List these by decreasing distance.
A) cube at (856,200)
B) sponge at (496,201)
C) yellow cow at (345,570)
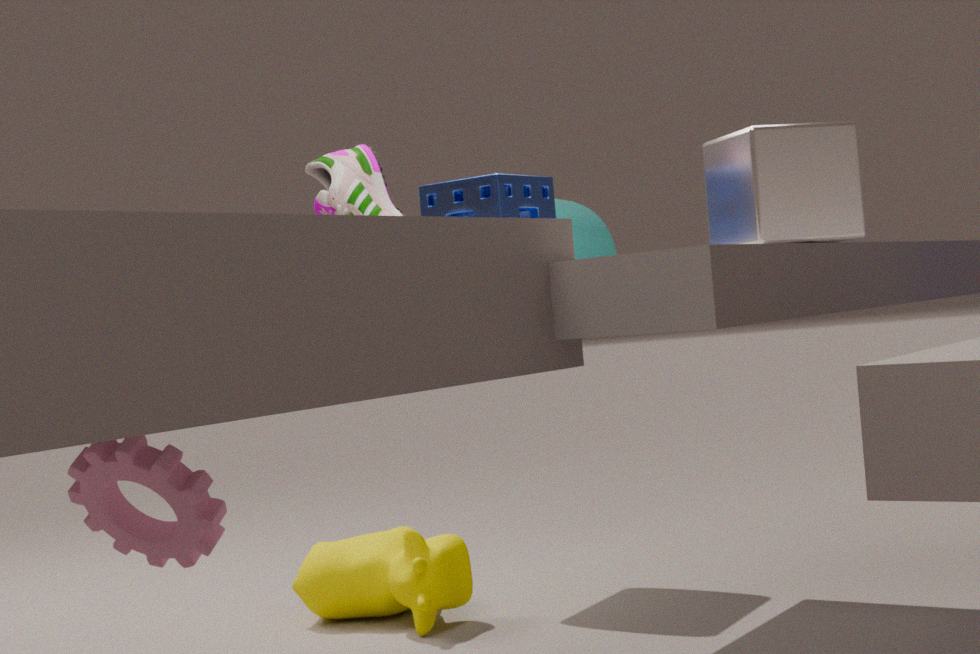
yellow cow at (345,570)
sponge at (496,201)
cube at (856,200)
